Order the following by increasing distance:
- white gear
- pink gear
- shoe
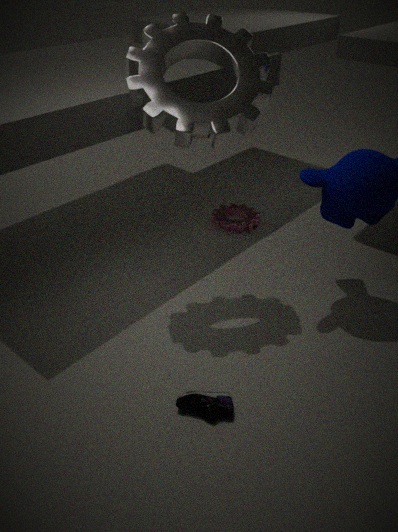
1. shoe
2. white gear
3. pink gear
